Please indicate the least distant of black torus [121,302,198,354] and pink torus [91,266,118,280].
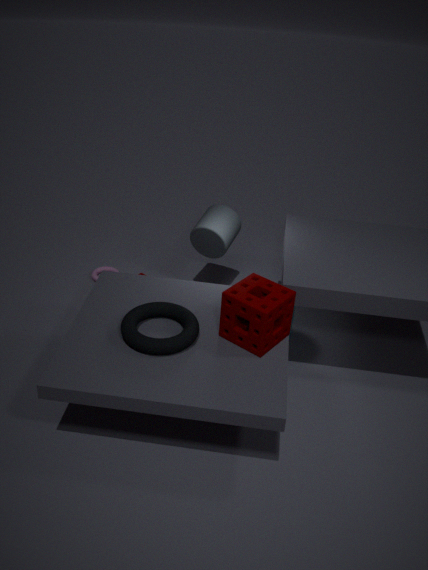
black torus [121,302,198,354]
